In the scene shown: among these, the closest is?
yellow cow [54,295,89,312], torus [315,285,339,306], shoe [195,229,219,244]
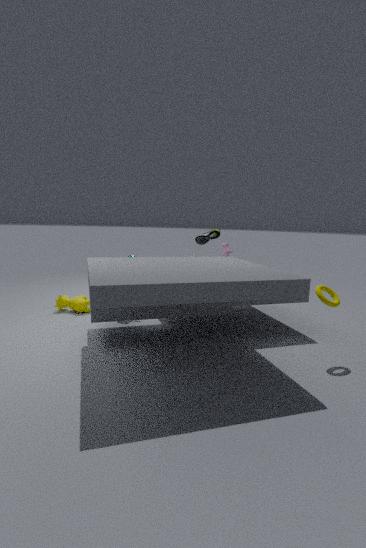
torus [315,285,339,306]
